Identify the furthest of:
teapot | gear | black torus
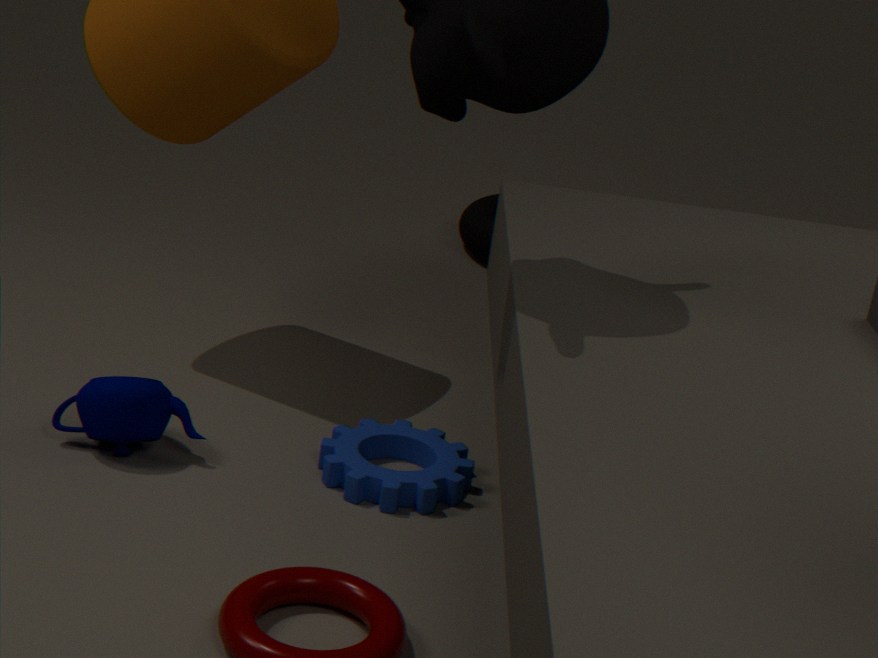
black torus
